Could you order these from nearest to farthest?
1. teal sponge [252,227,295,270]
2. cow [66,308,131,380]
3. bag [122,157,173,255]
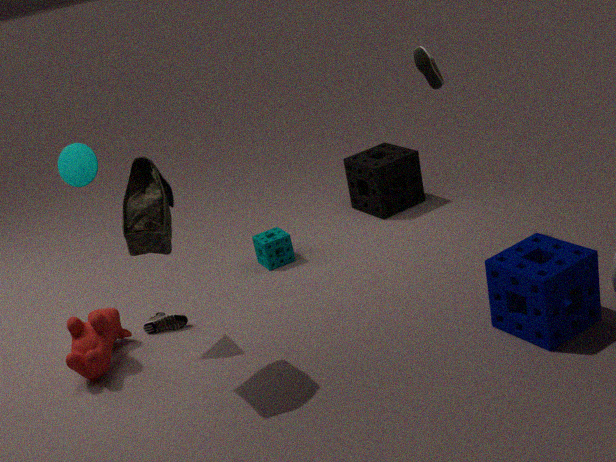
bag [122,157,173,255]
cow [66,308,131,380]
teal sponge [252,227,295,270]
